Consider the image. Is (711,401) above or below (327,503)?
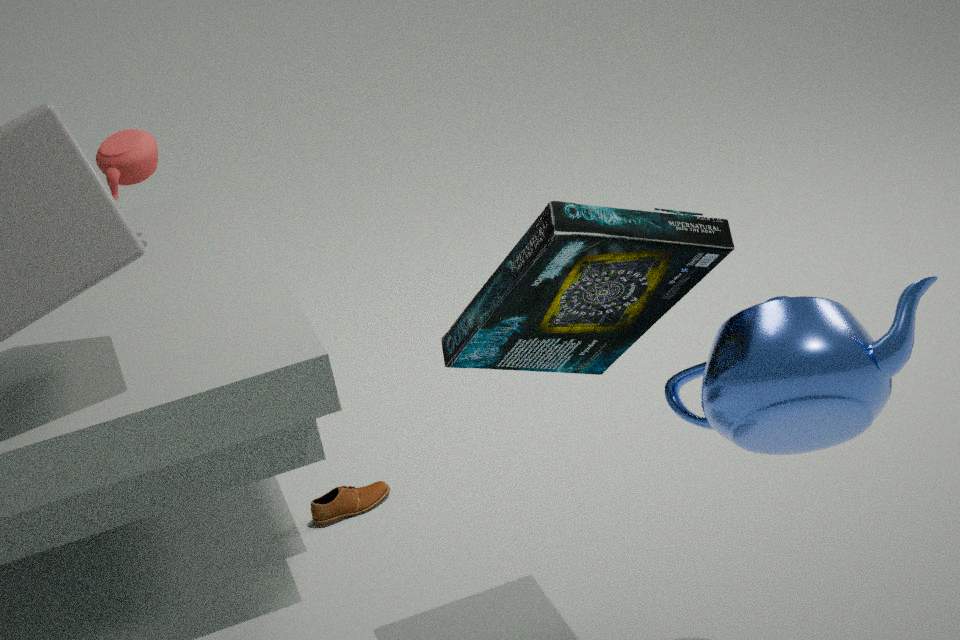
above
